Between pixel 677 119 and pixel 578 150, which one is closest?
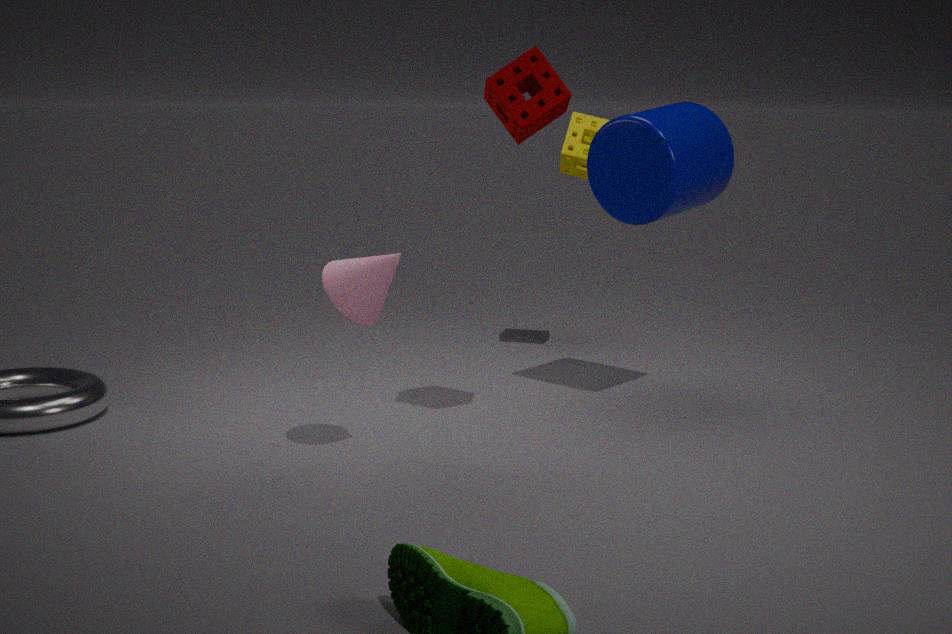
pixel 677 119
